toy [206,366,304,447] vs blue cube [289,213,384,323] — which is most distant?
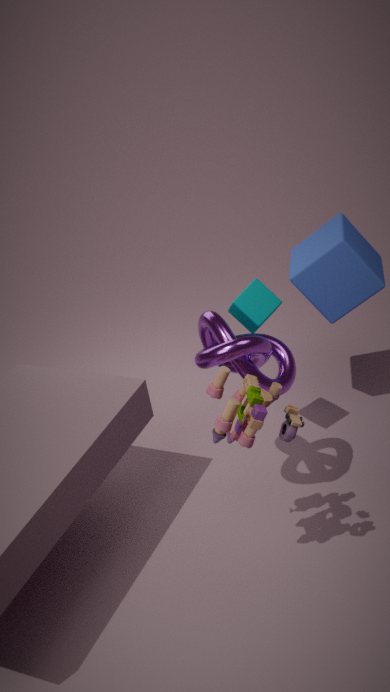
blue cube [289,213,384,323]
